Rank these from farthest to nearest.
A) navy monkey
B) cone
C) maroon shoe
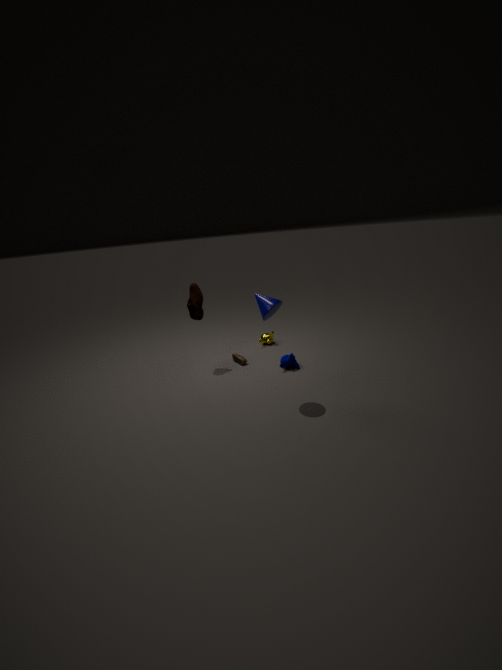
maroon shoe → navy monkey → cone
